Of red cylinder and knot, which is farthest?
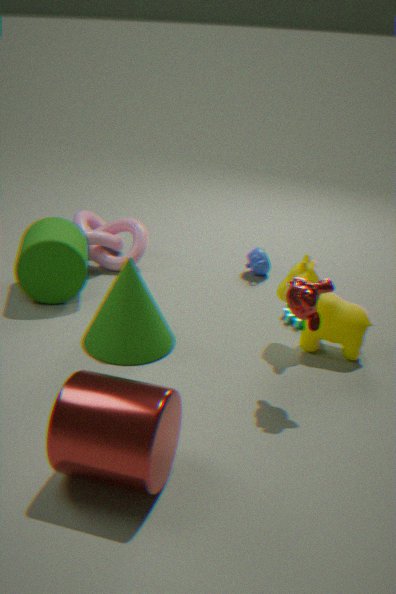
knot
